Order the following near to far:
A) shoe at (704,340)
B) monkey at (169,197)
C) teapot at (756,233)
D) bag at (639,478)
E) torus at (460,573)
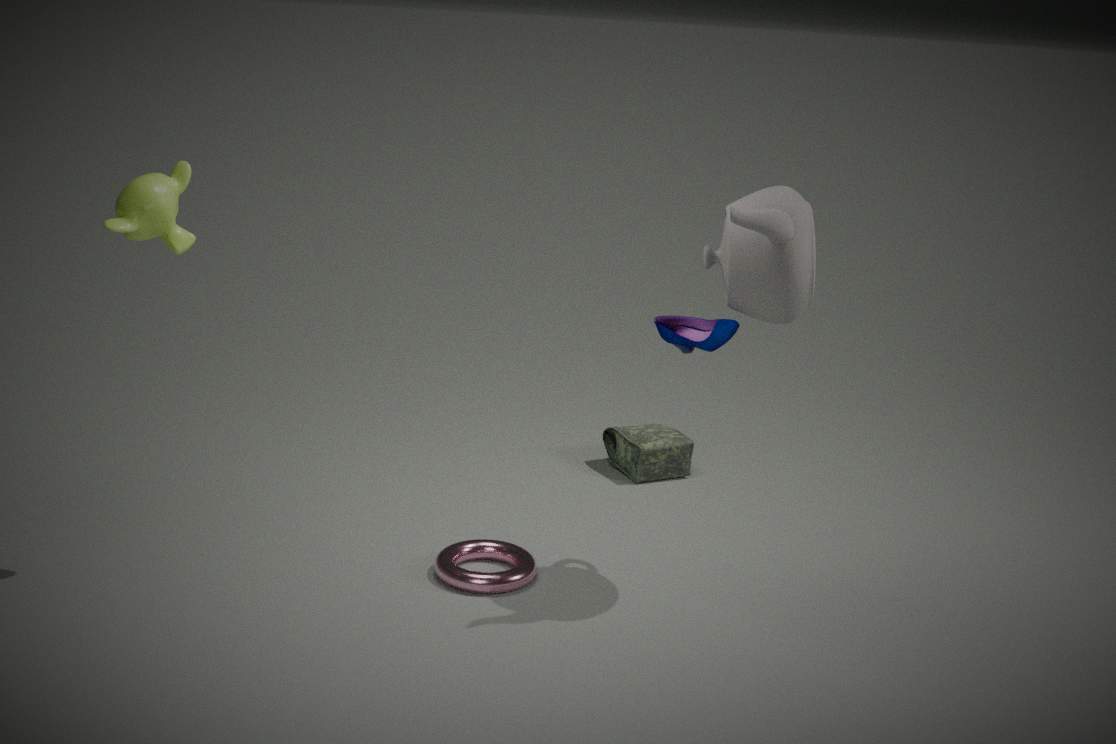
teapot at (756,233)
monkey at (169,197)
shoe at (704,340)
torus at (460,573)
bag at (639,478)
